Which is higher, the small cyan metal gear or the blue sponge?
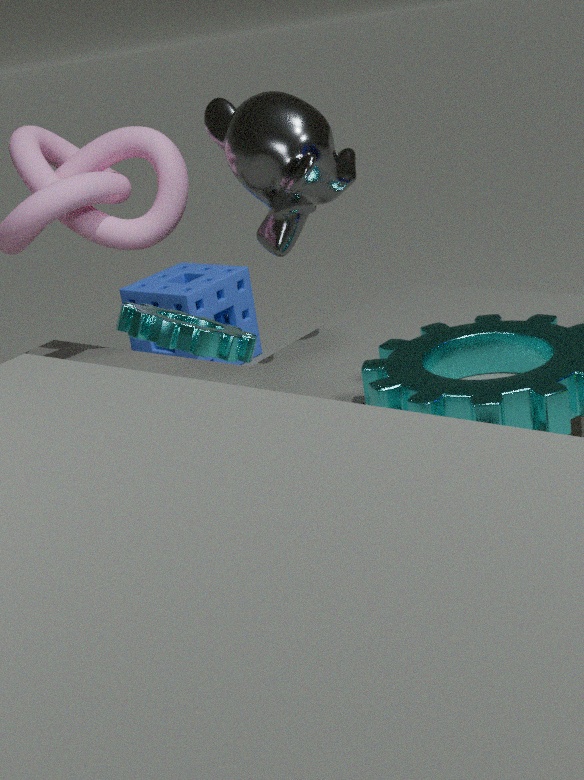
the small cyan metal gear
